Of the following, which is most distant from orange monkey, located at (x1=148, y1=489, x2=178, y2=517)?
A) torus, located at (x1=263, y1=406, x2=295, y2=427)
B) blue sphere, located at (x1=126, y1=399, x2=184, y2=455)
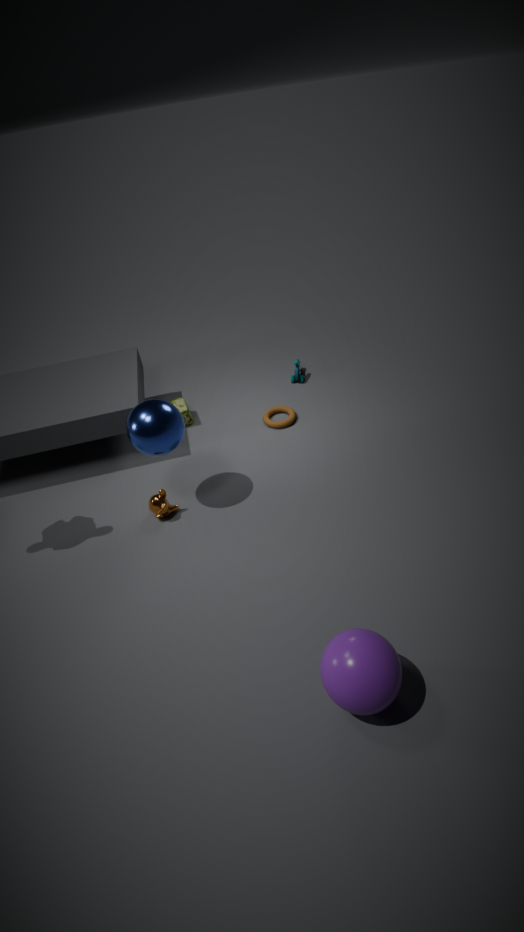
torus, located at (x1=263, y1=406, x2=295, y2=427)
